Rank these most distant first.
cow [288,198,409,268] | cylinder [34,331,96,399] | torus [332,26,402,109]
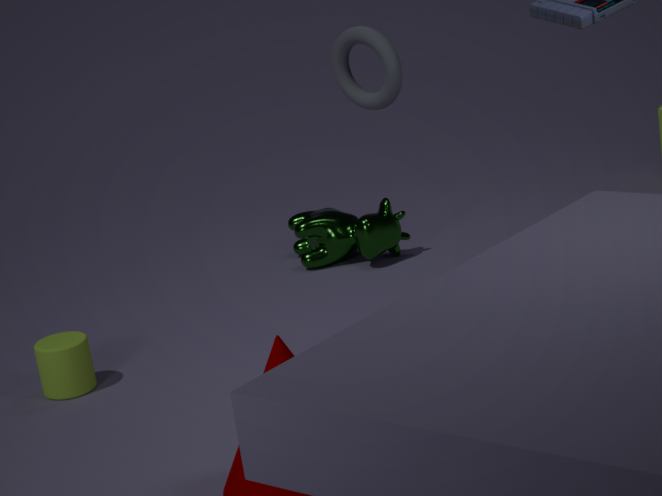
cow [288,198,409,268] → cylinder [34,331,96,399] → torus [332,26,402,109]
